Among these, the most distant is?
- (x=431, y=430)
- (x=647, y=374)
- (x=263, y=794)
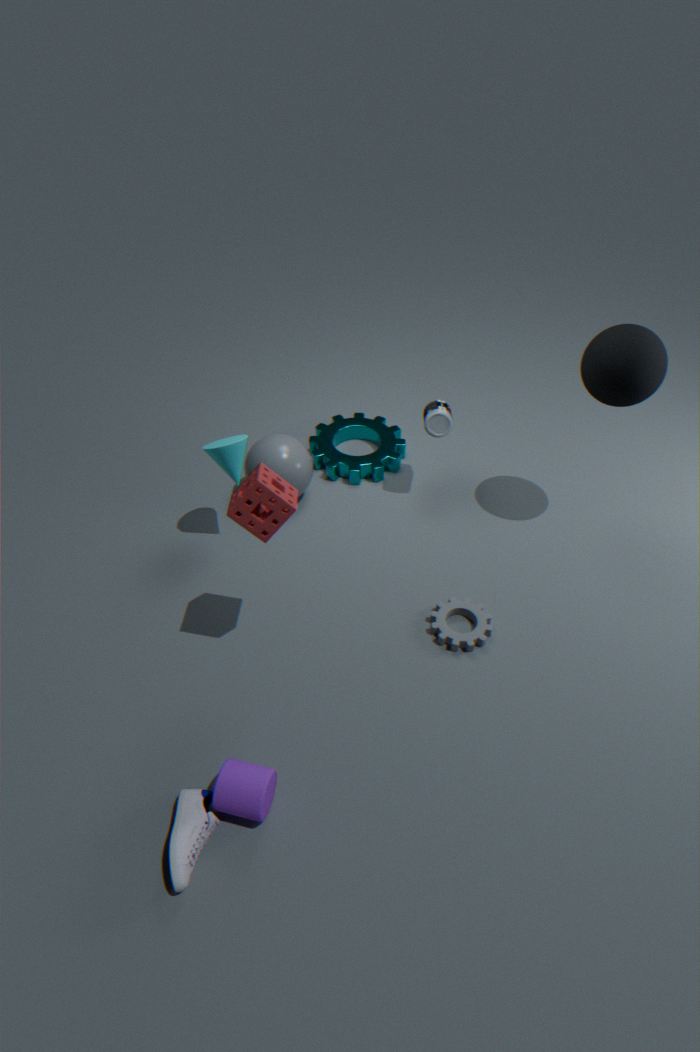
(x=431, y=430)
